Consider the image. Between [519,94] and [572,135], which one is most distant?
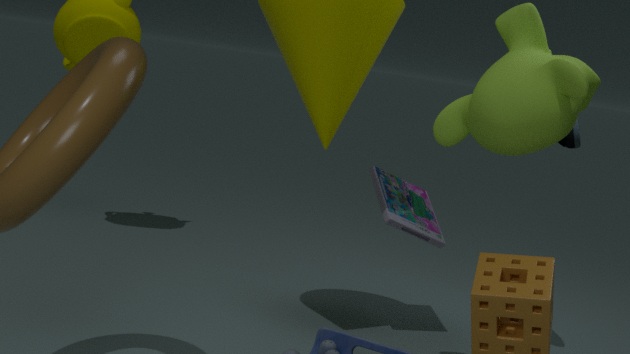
[572,135]
